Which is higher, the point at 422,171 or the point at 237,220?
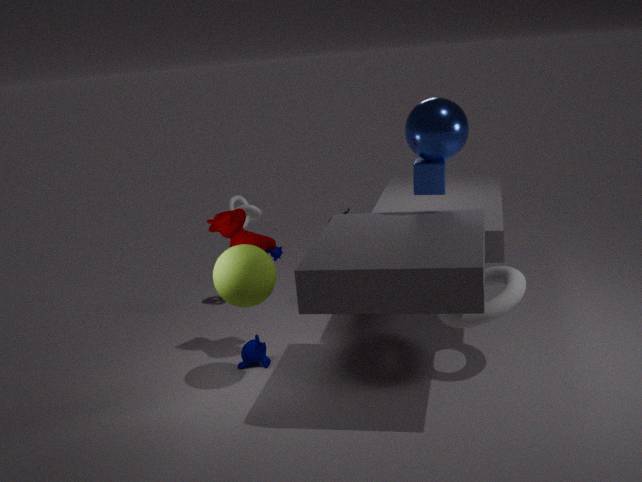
the point at 422,171
